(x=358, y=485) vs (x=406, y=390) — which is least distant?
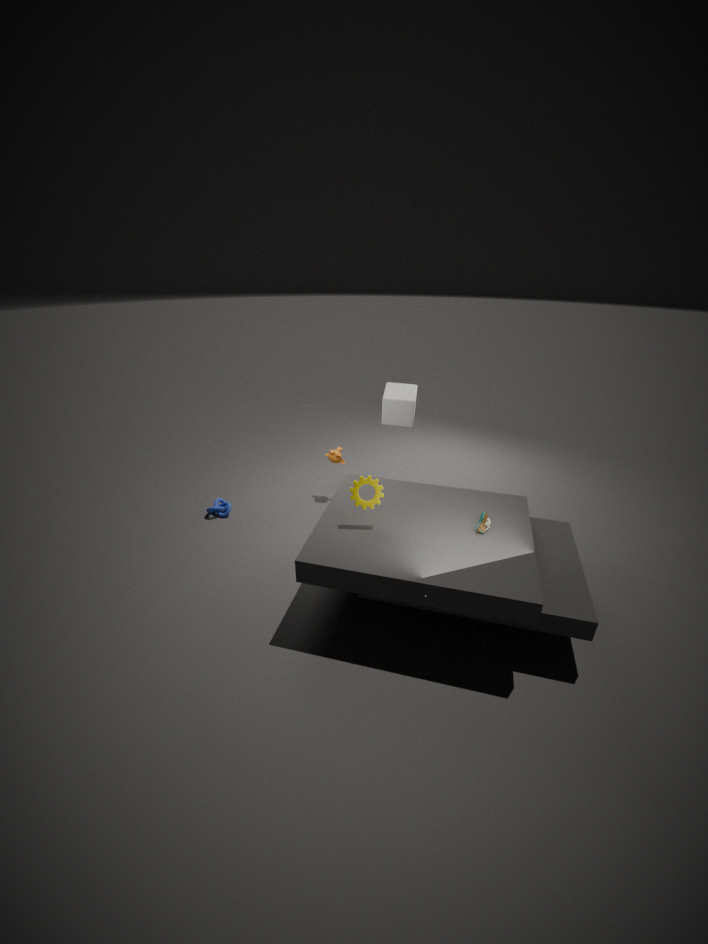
(x=358, y=485)
